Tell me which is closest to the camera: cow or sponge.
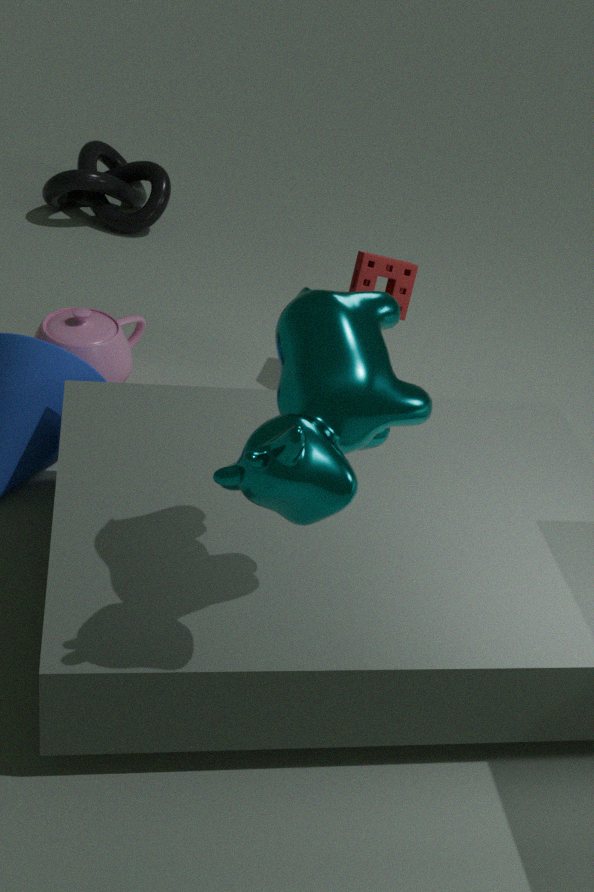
cow
